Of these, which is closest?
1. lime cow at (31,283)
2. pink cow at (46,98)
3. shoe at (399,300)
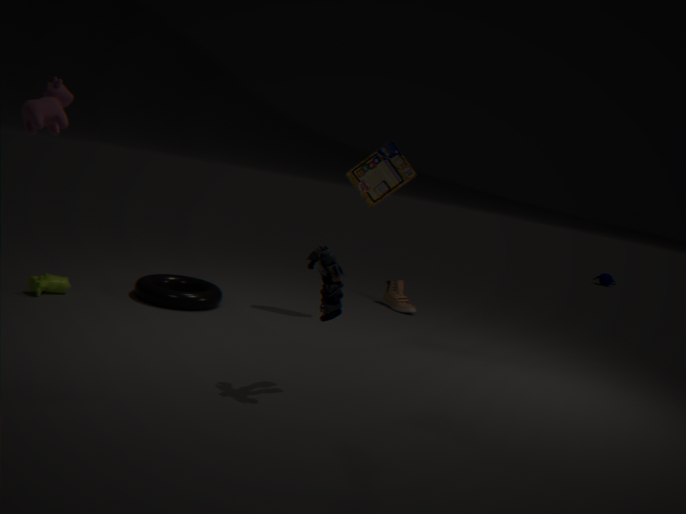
pink cow at (46,98)
